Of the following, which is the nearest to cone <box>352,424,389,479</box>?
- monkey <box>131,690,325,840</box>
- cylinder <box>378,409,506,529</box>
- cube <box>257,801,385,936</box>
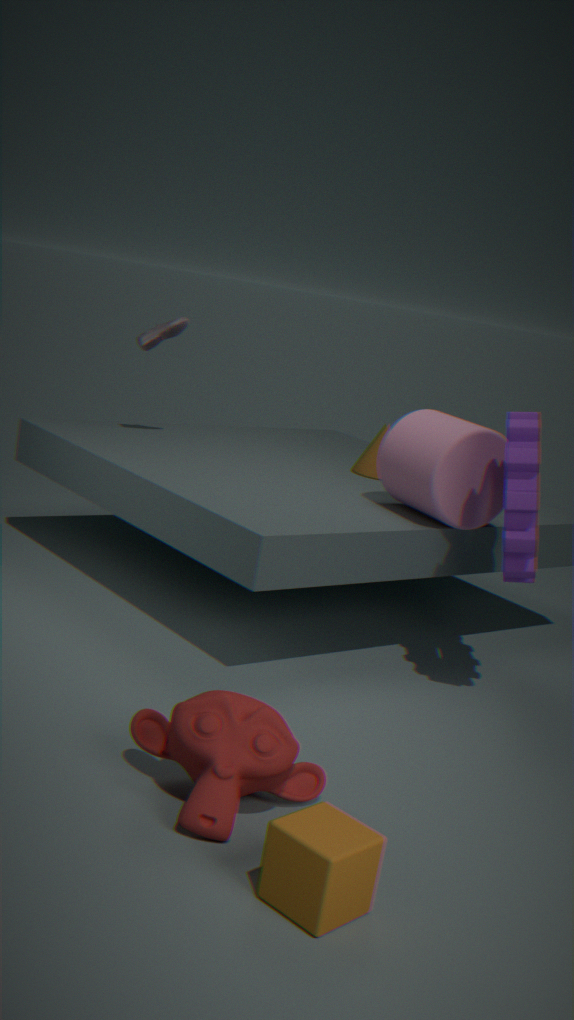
cylinder <box>378,409,506,529</box>
